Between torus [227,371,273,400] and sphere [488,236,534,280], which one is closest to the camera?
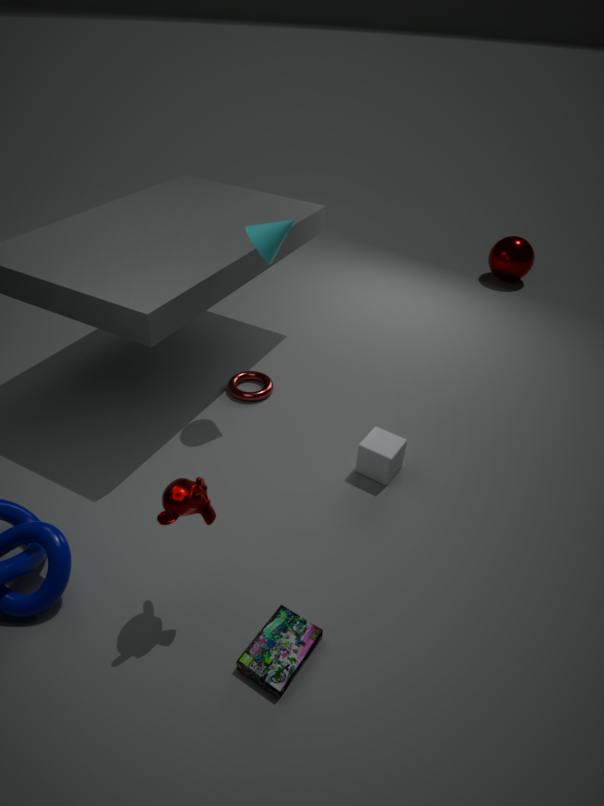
torus [227,371,273,400]
